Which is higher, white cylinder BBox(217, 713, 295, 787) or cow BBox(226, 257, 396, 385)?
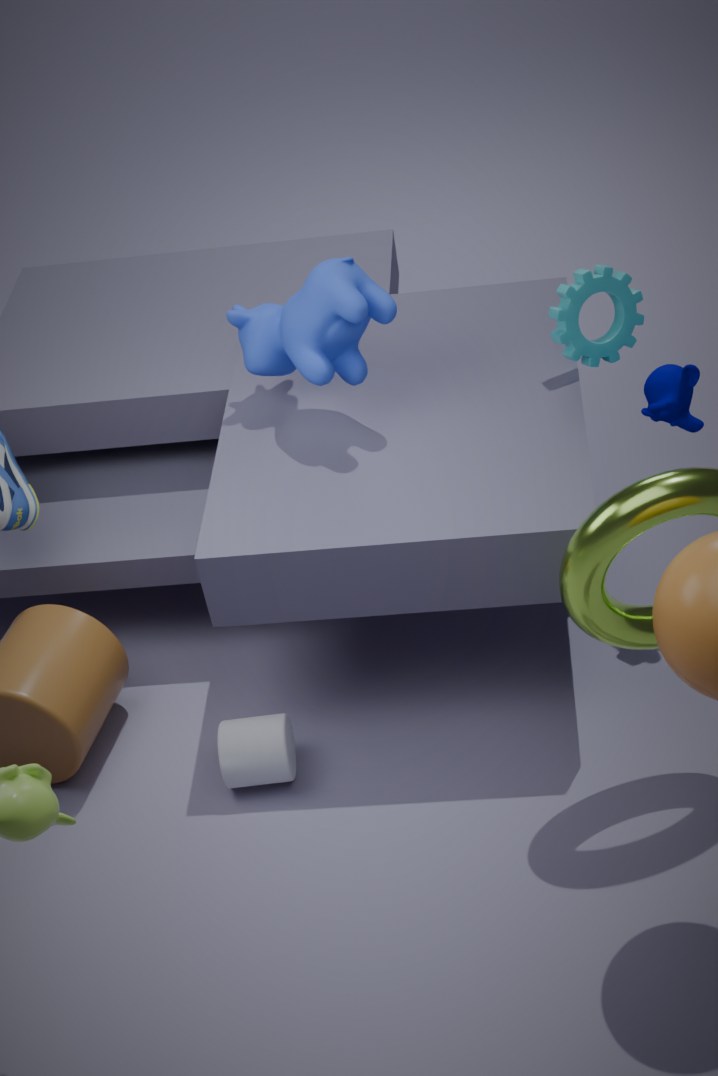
cow BBox(226, 257, 396, 385)
